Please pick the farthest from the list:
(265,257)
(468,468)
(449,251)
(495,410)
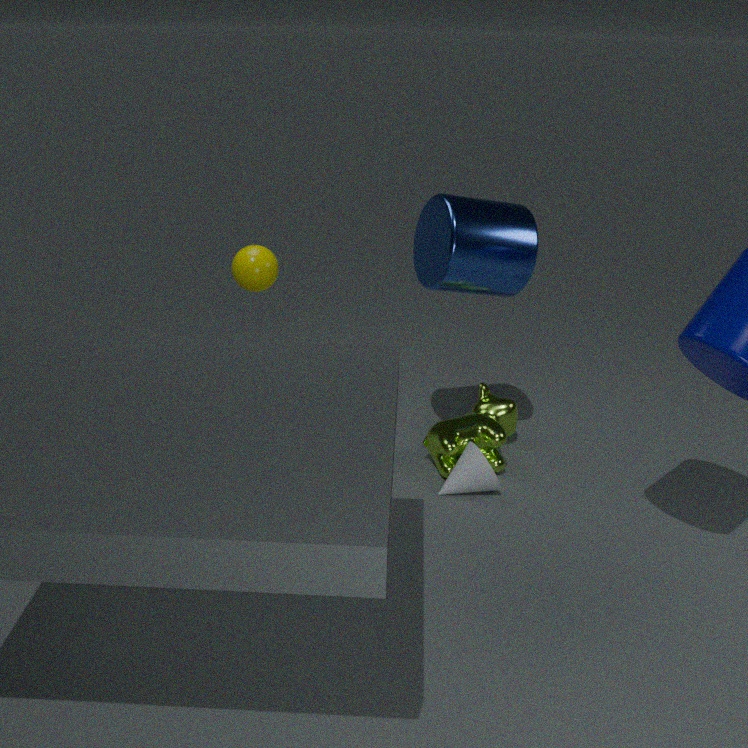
(495,410)
